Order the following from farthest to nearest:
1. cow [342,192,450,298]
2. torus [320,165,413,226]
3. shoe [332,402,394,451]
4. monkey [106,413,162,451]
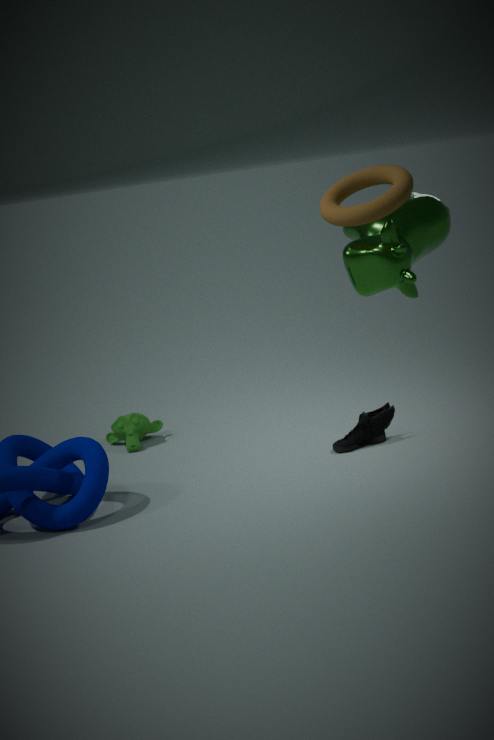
monkey [106,413,162,451]
shoe [332,402,394,451]
cow [342,192,450,298]
torus [320,165,413,226]
